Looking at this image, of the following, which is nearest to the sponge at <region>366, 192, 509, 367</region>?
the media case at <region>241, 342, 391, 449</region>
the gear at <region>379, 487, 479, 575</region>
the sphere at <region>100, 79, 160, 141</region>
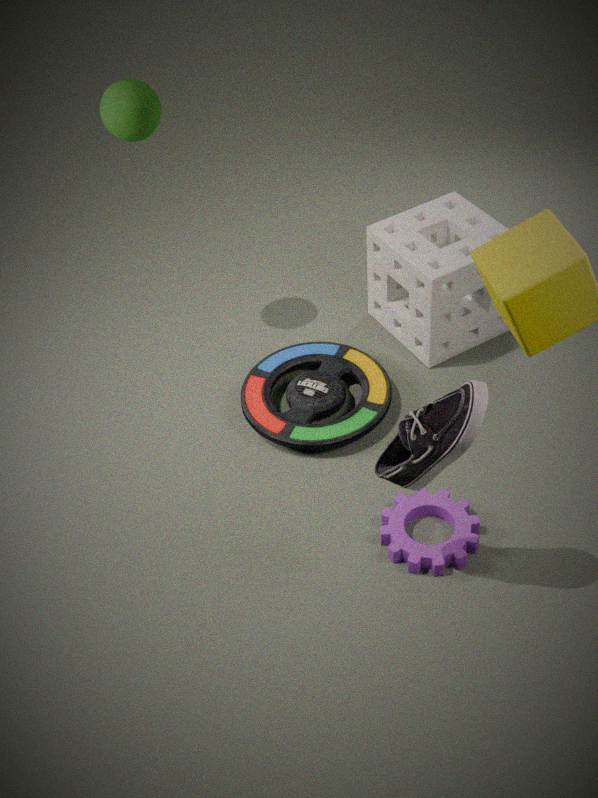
the media case at <region>241, 342, 391, 449</region>
